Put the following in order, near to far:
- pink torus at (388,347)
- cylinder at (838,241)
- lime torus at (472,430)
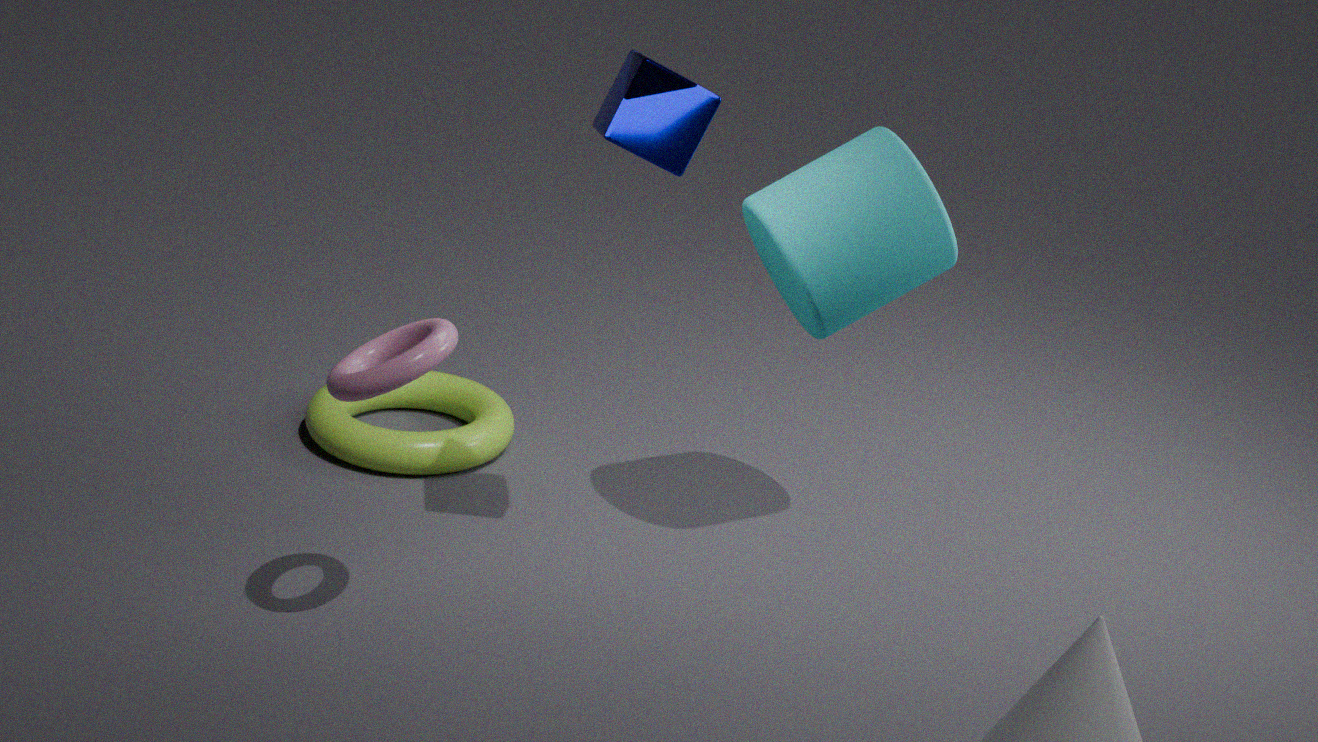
pink torus at (388,347) → cylinder at (838,241) → lime torus at (472,430)
